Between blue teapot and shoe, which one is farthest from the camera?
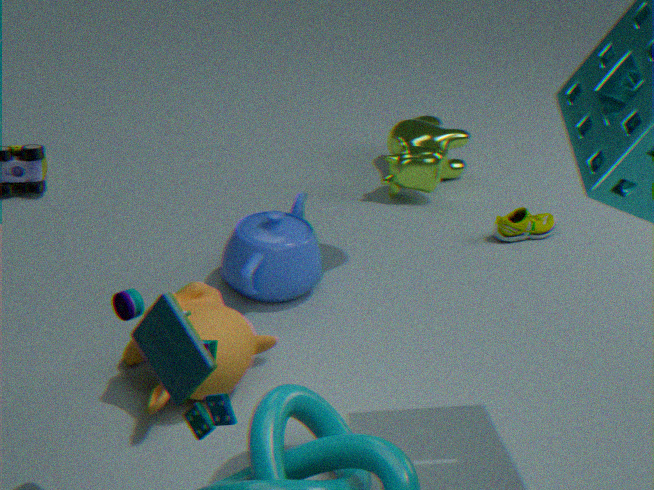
shoe
